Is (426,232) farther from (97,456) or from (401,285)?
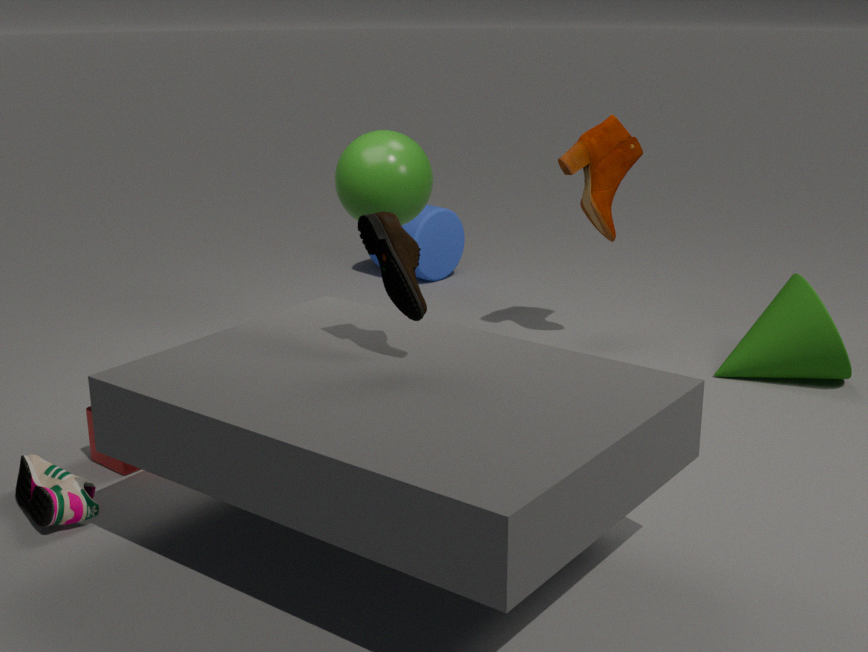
(401,285)
